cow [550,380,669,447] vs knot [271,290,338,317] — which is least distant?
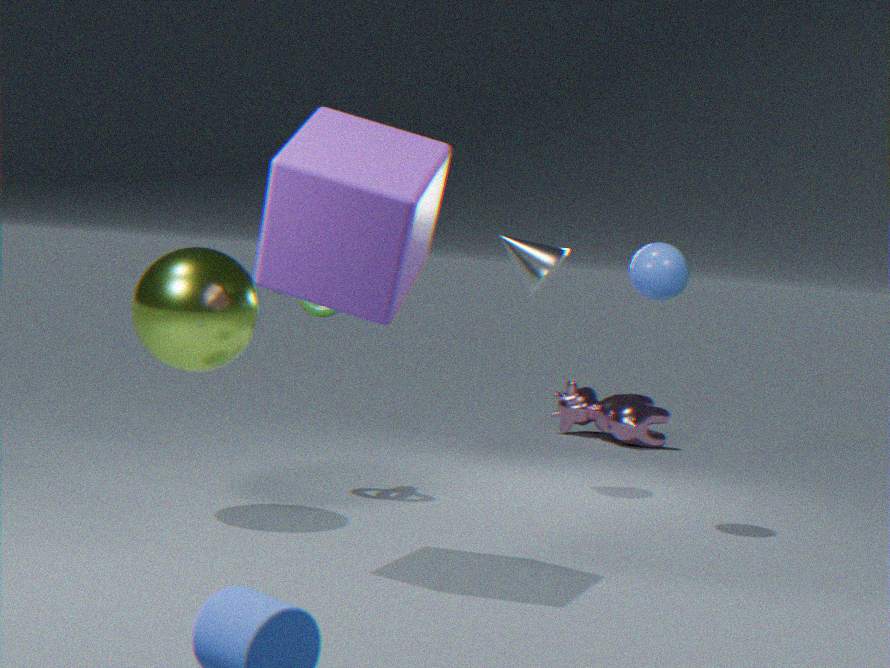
knot [271,290,338,317]
